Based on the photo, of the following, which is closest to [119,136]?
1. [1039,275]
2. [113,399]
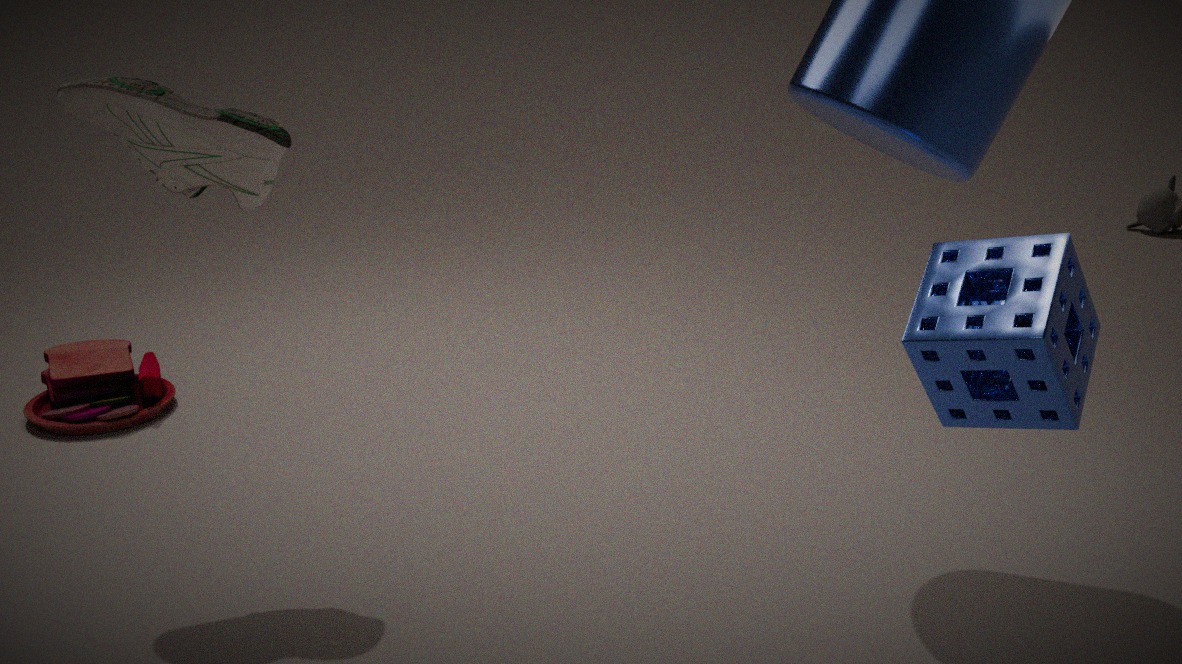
[113,399]
